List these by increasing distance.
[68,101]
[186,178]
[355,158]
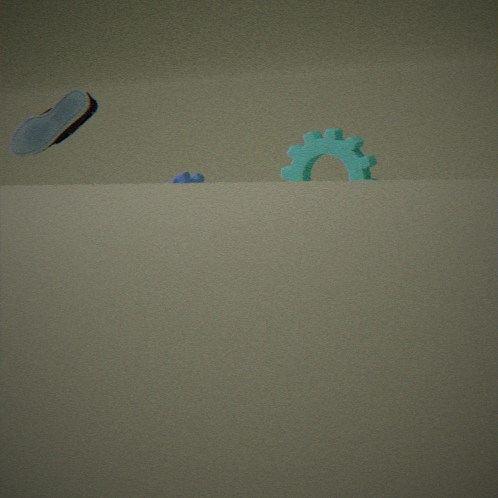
[355,158] < [68,101] < [186,178]
